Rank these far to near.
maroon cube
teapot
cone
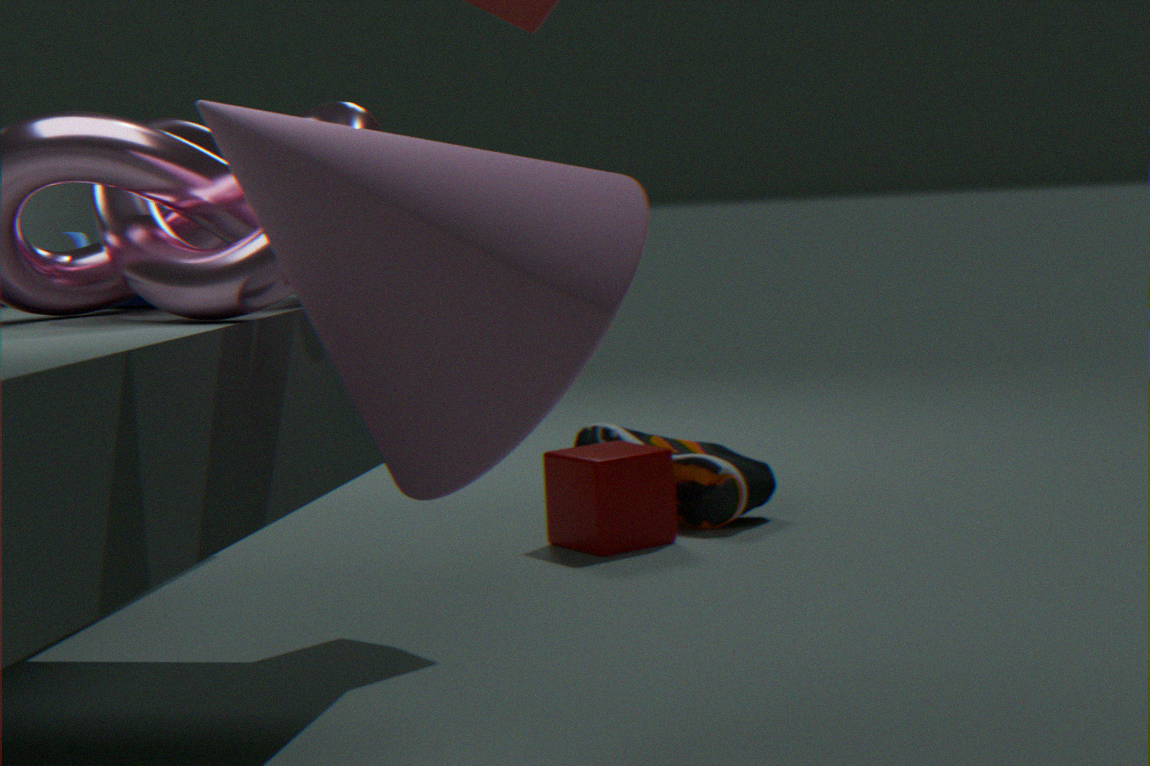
maroon cube < teapot < cone
